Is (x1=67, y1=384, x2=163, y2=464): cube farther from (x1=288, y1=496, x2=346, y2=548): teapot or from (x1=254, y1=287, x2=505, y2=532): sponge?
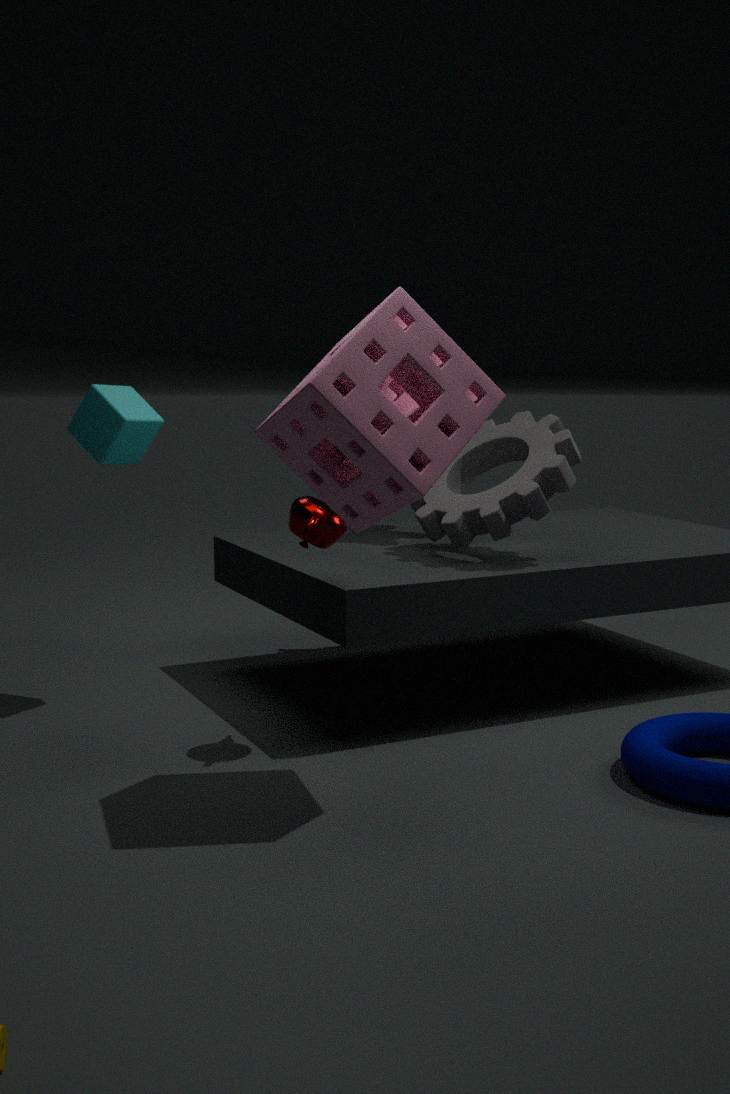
(x1=254, y1=287, x2=505, y2=532): sponge
